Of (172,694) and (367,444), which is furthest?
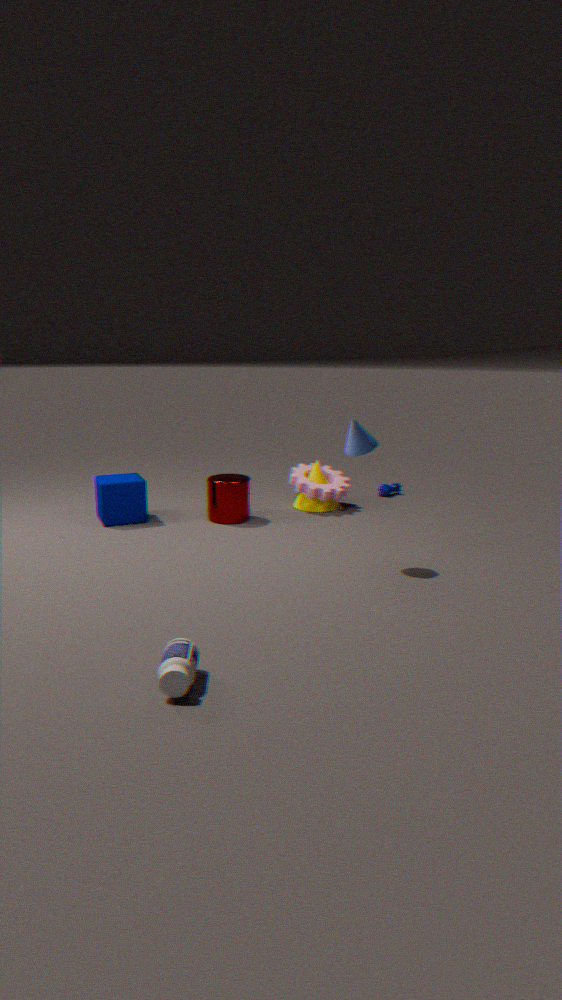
(367,444)
